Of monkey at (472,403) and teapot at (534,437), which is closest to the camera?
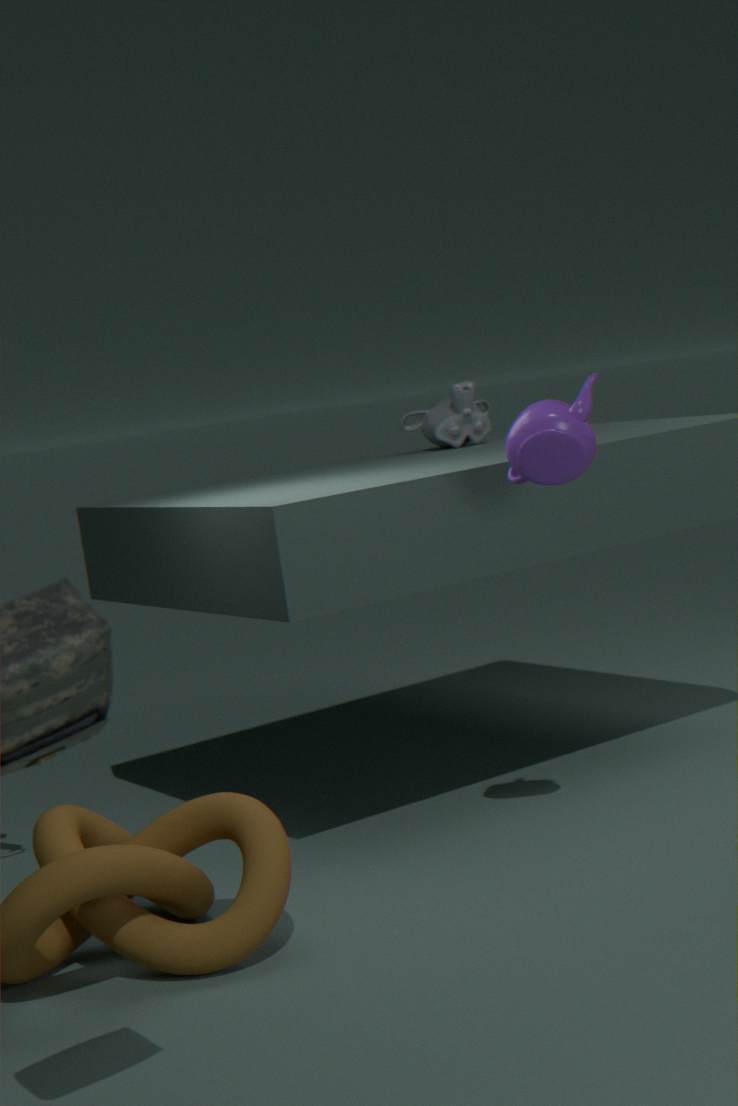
teapot at (534,437)
